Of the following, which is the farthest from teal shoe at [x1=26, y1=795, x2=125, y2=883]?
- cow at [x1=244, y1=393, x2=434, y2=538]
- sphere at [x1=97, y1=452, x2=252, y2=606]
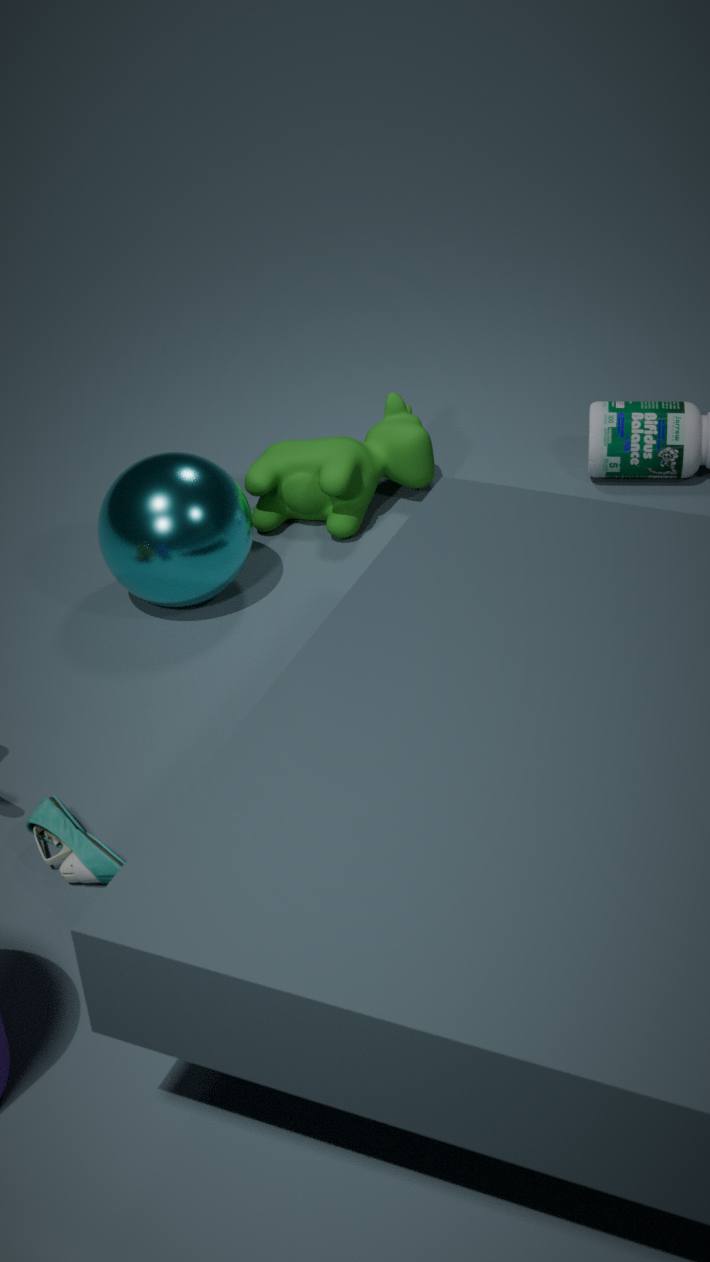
cow at [x1=244, y1=393, x2=434, y2=538]
